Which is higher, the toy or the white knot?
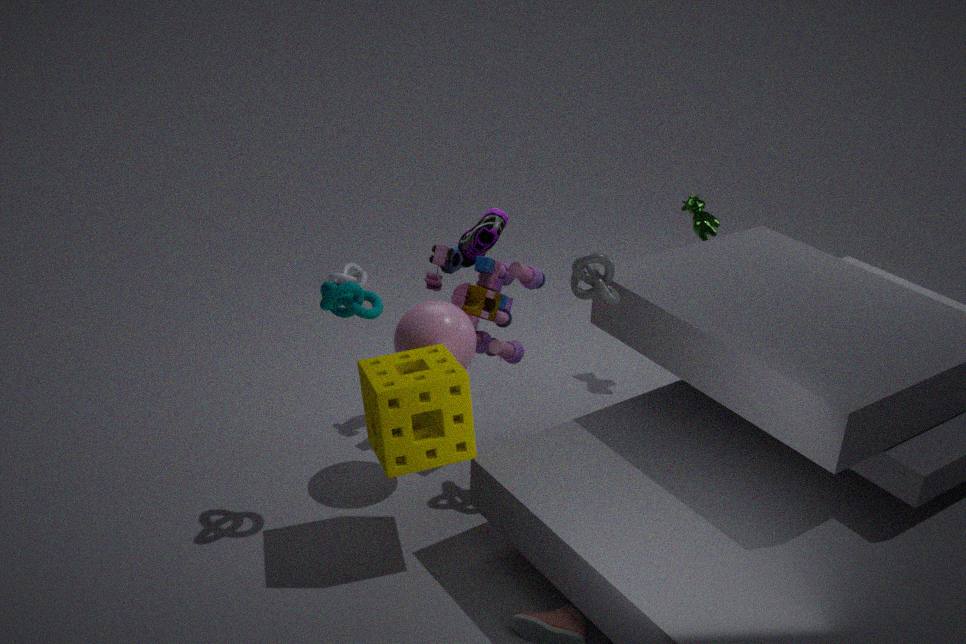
the toy
